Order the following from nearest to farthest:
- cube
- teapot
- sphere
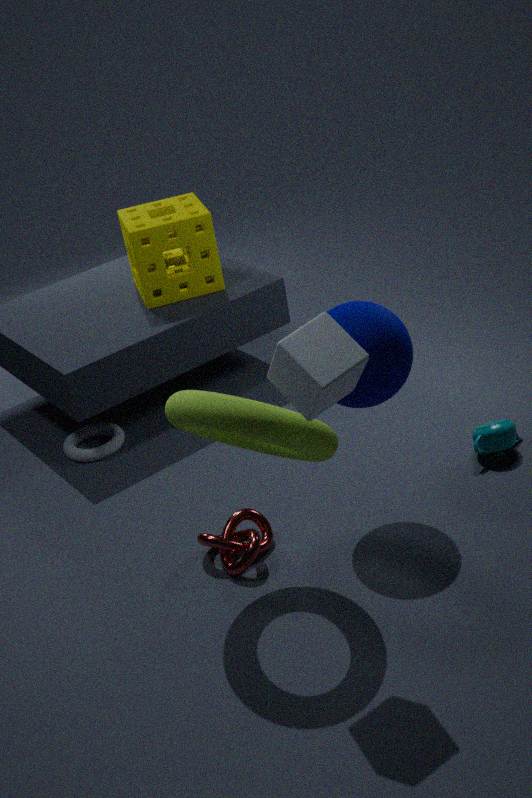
cube
sphere
teapot
